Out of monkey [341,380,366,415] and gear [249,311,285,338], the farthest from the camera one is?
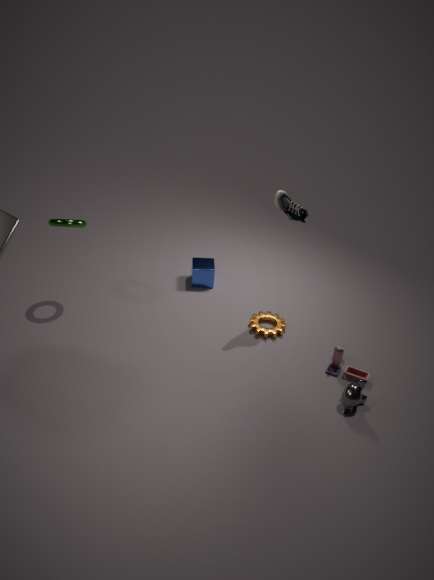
gear [249,311,285,338]
